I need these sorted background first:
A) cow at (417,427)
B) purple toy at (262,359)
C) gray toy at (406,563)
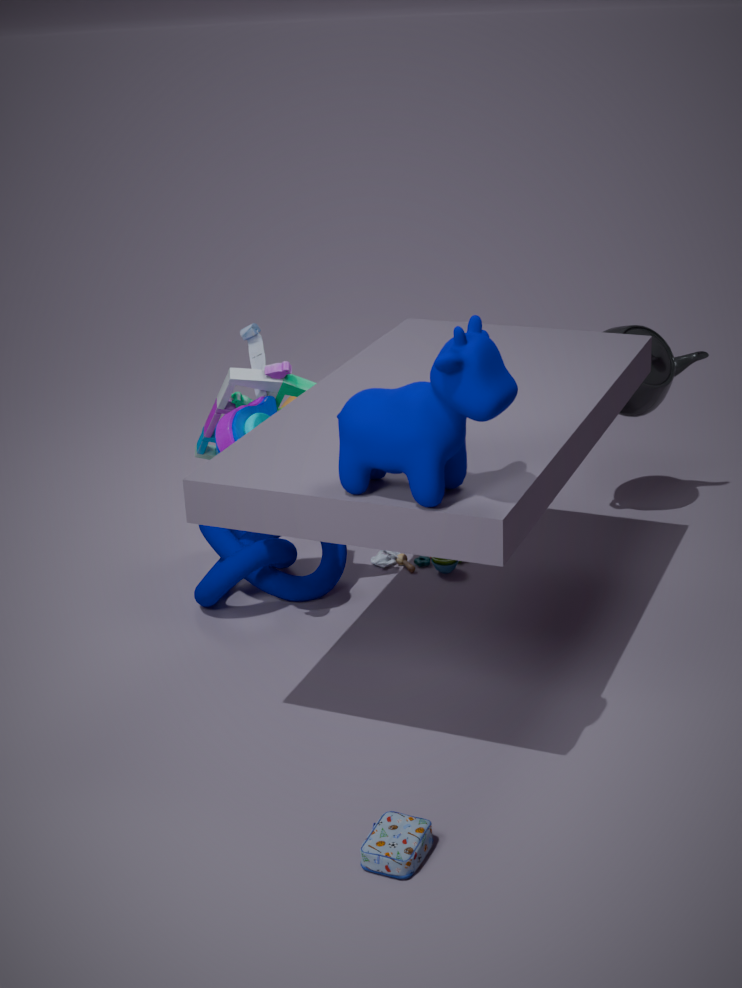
gray toy at (406,563) → purple toy at (262,359) → cow at (417,427)
